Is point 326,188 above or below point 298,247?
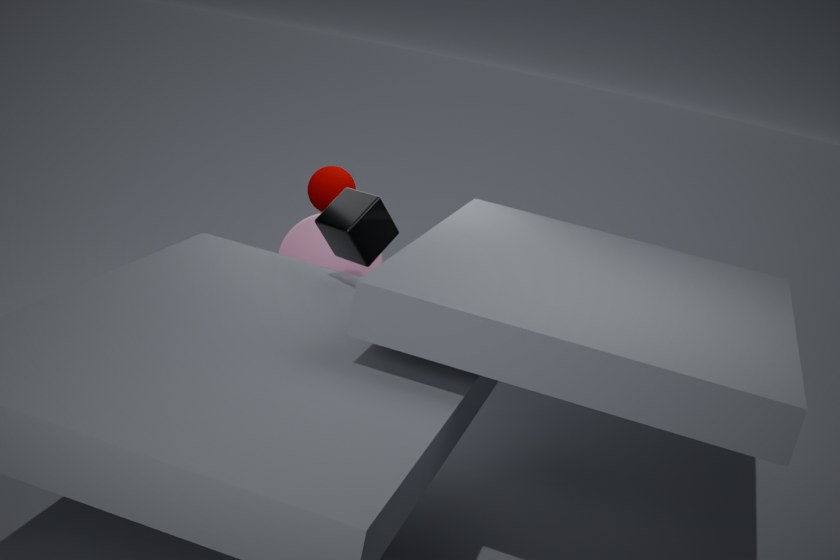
above
